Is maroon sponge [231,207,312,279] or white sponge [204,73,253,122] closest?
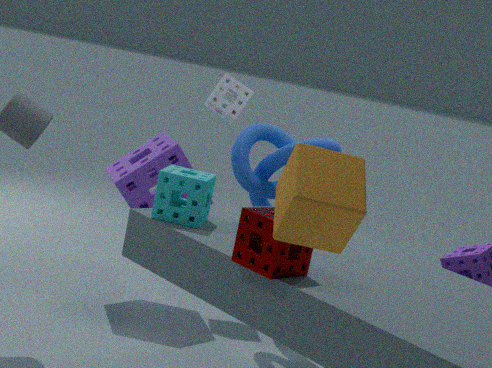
maroon sponge [231,207,312,279]
